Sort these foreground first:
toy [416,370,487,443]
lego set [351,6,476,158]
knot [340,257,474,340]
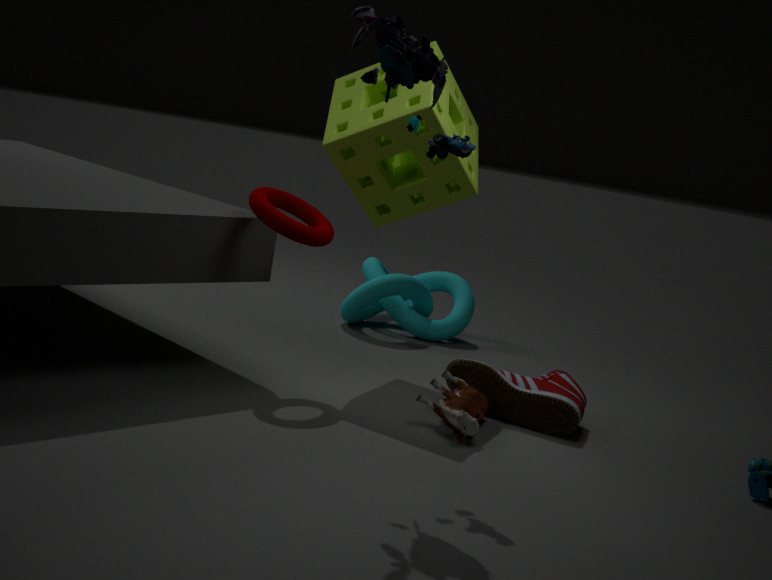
1. lego set [351,6,476,158]
2. toy [416,370,487,443]
3. knot [340,257,474,340]
